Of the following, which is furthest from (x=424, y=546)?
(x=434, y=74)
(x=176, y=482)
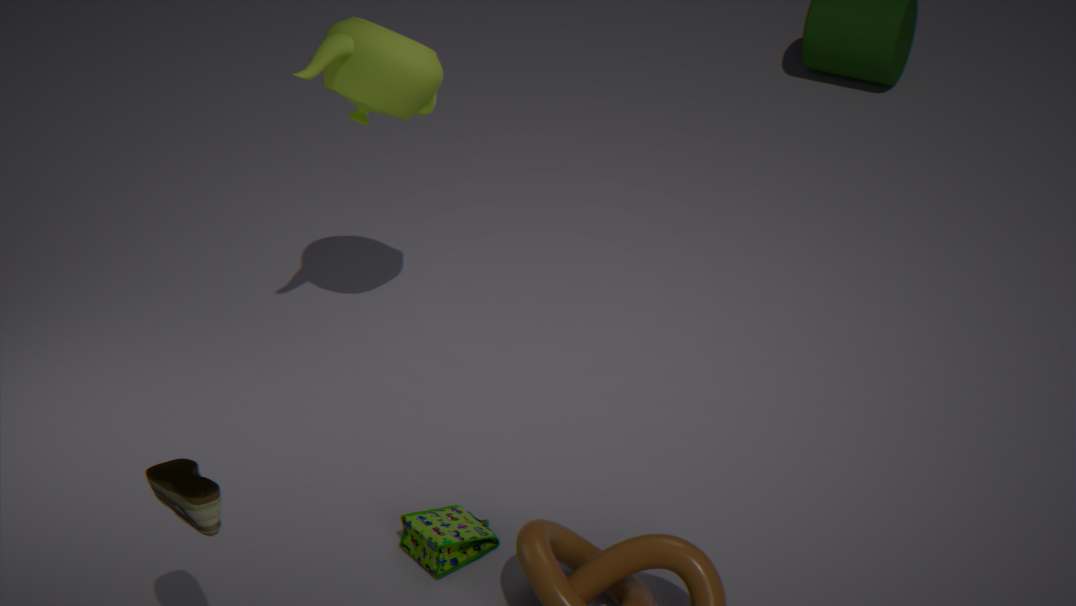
(x=434, y=74)
